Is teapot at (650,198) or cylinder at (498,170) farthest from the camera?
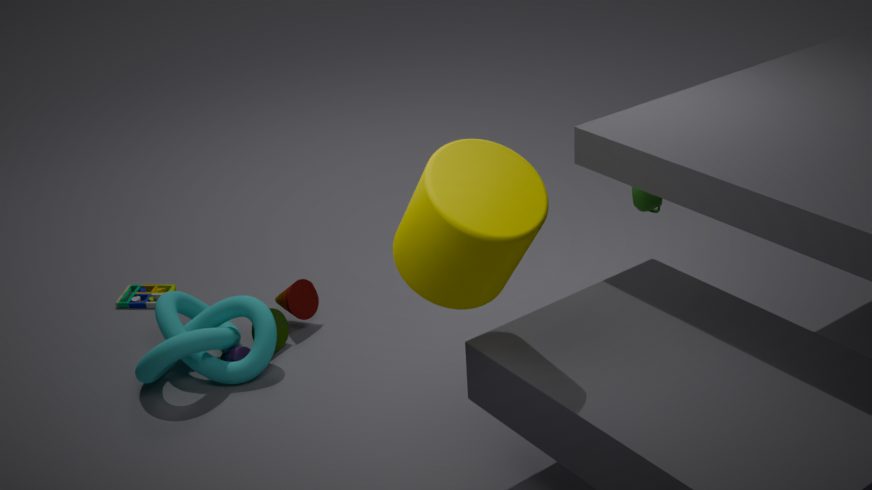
teapot at (650,198)
